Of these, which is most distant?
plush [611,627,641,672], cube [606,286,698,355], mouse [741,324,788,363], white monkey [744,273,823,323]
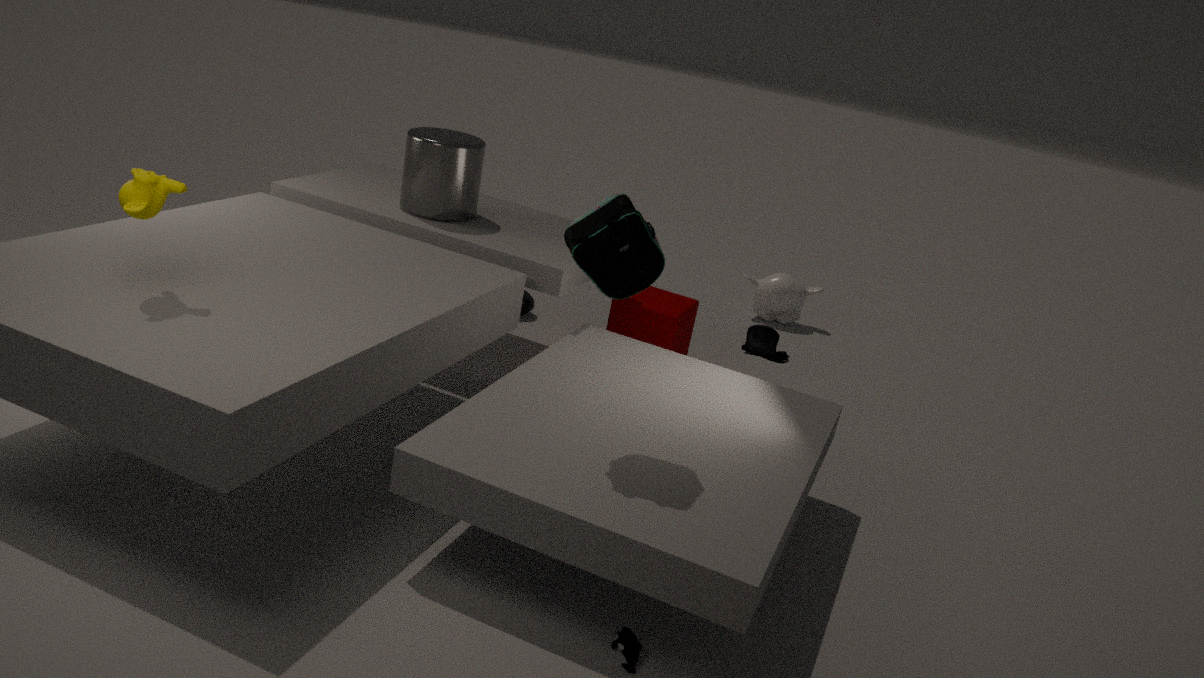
white monkey [744,273,823,323]
